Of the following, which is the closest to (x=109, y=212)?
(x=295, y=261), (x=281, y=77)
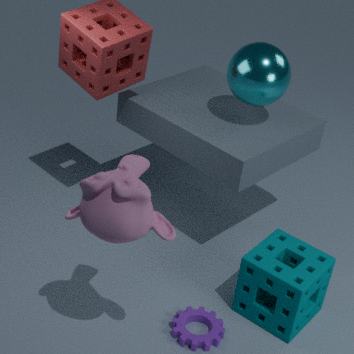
(x=295, y=261)
